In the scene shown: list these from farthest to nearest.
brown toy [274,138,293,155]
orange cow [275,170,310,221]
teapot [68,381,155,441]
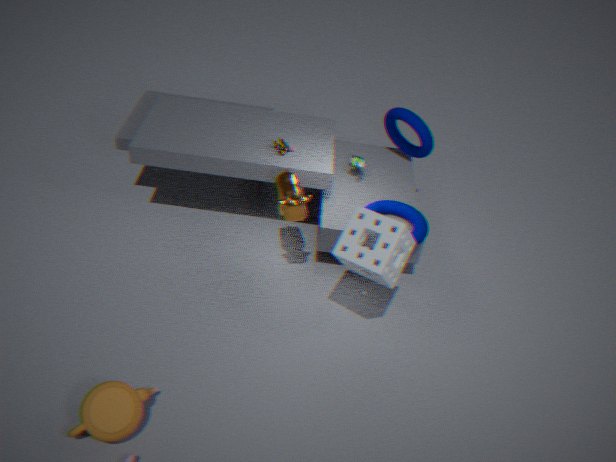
1. brown toy [274,138,293,155]
2. orange cow [275,170,310,221]
3. teapot [68,381,155,441]
